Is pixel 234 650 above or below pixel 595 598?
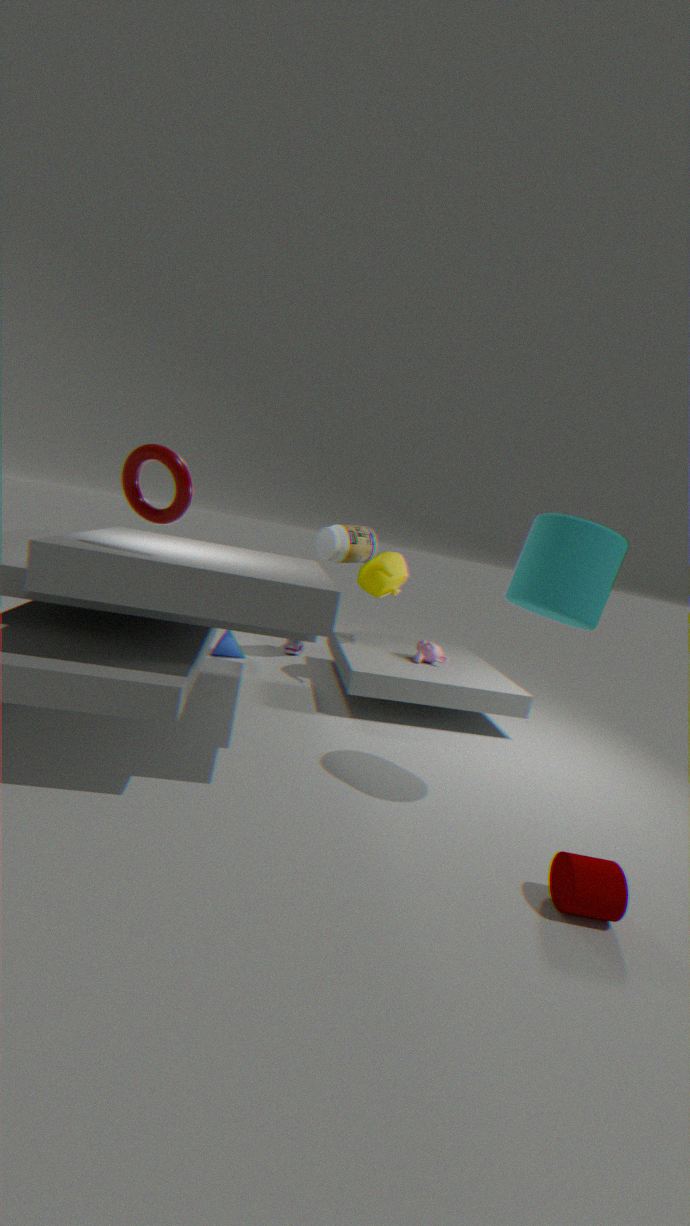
below
